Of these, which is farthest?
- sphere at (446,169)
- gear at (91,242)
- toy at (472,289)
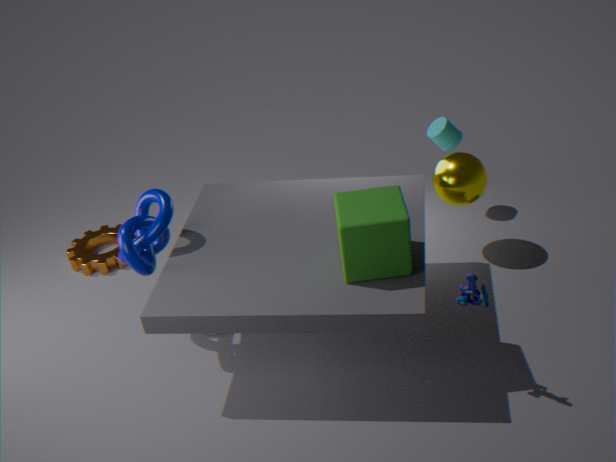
gear at (91,242)
